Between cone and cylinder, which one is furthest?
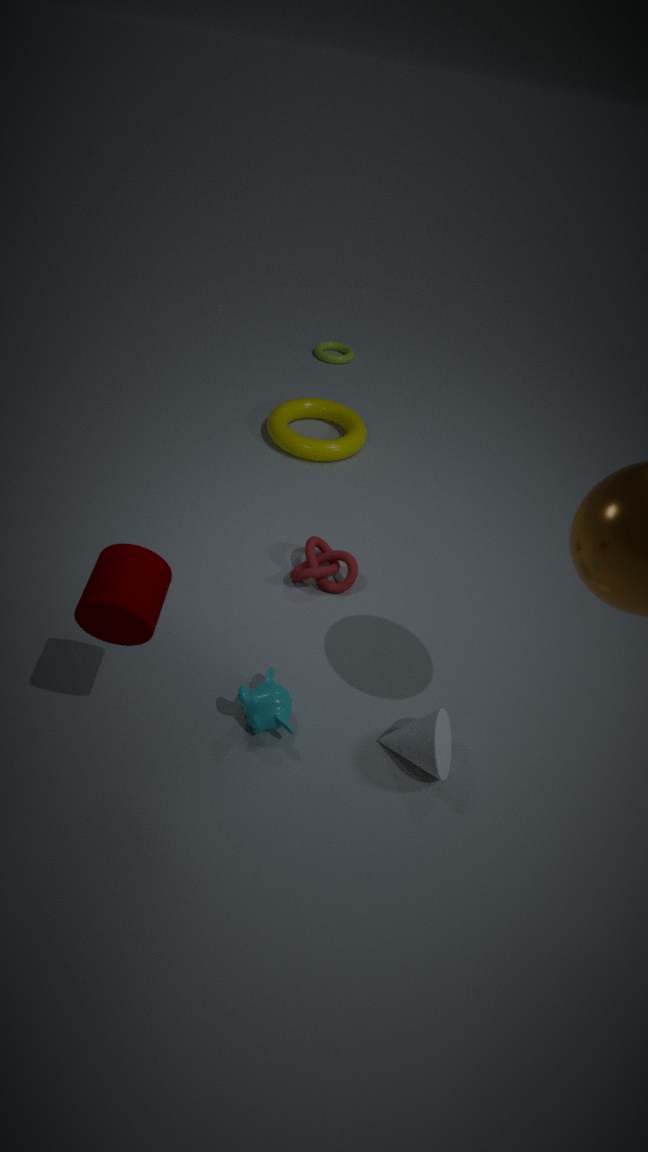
cone
